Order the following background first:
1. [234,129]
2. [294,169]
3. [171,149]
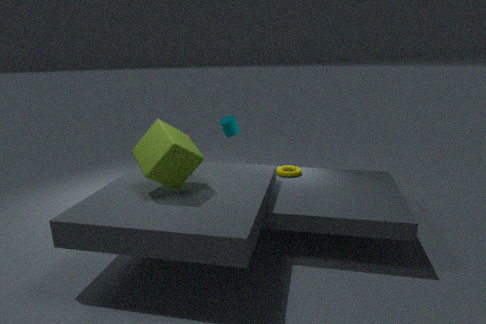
[234,129] < [294,169] < [171,149]
